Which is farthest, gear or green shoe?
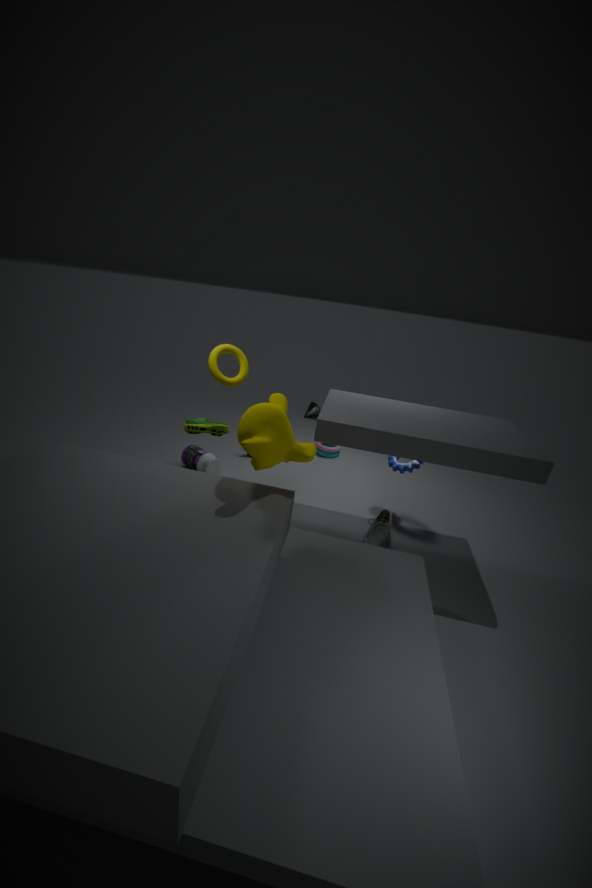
gear
